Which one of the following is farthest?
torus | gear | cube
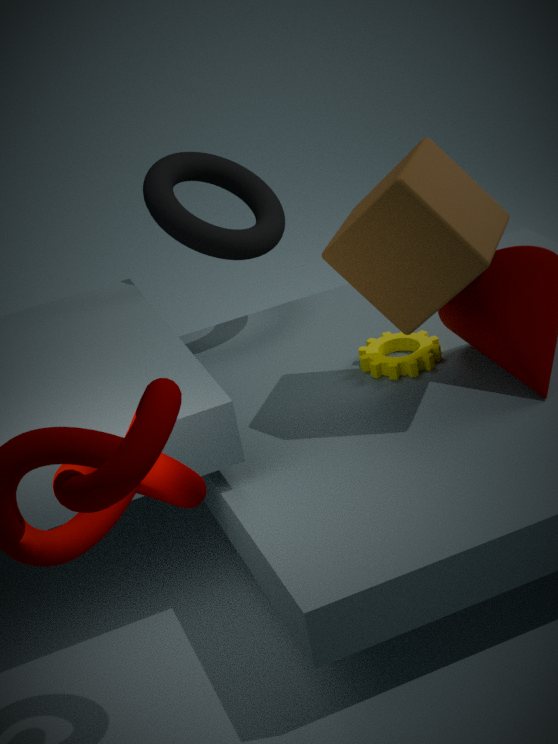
torus
